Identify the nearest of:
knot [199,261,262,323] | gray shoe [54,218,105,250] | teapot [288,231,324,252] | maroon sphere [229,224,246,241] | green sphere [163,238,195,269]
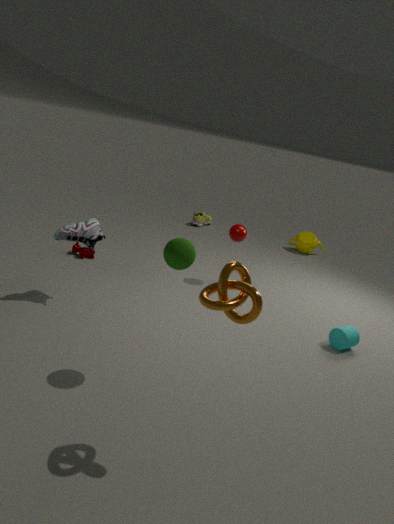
knot [199,261,262,323]
